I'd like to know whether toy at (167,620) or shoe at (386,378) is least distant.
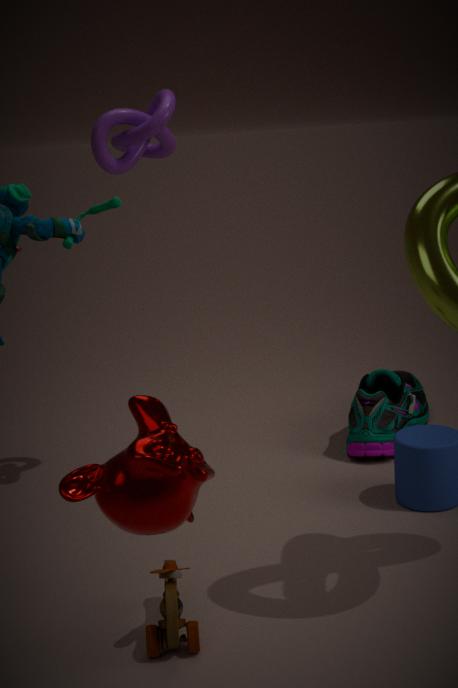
toy at (167,620)
